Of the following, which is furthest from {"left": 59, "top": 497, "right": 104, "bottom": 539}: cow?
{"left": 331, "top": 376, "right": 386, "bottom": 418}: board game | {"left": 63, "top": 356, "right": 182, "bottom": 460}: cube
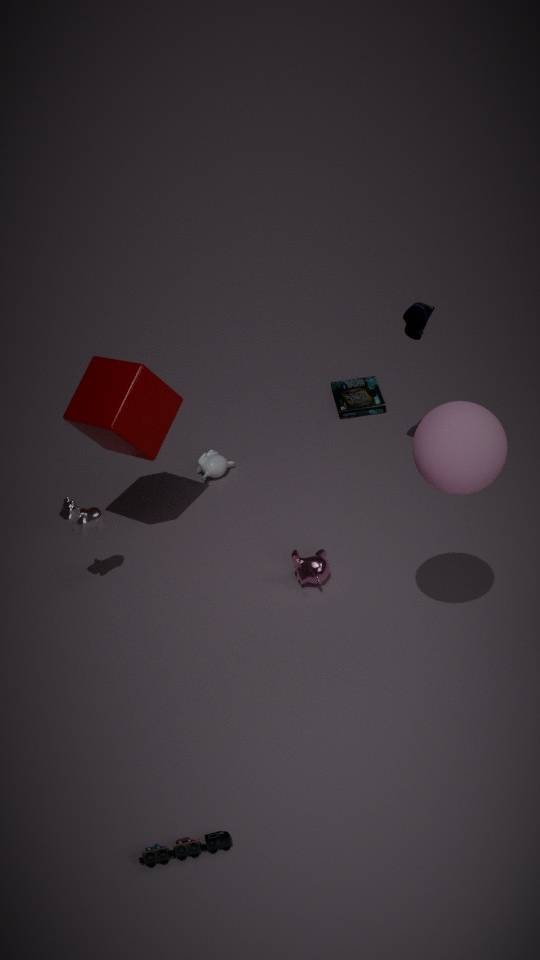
{"left": 331, "top": 376, "right": 386, "bottom": 418}: board game
